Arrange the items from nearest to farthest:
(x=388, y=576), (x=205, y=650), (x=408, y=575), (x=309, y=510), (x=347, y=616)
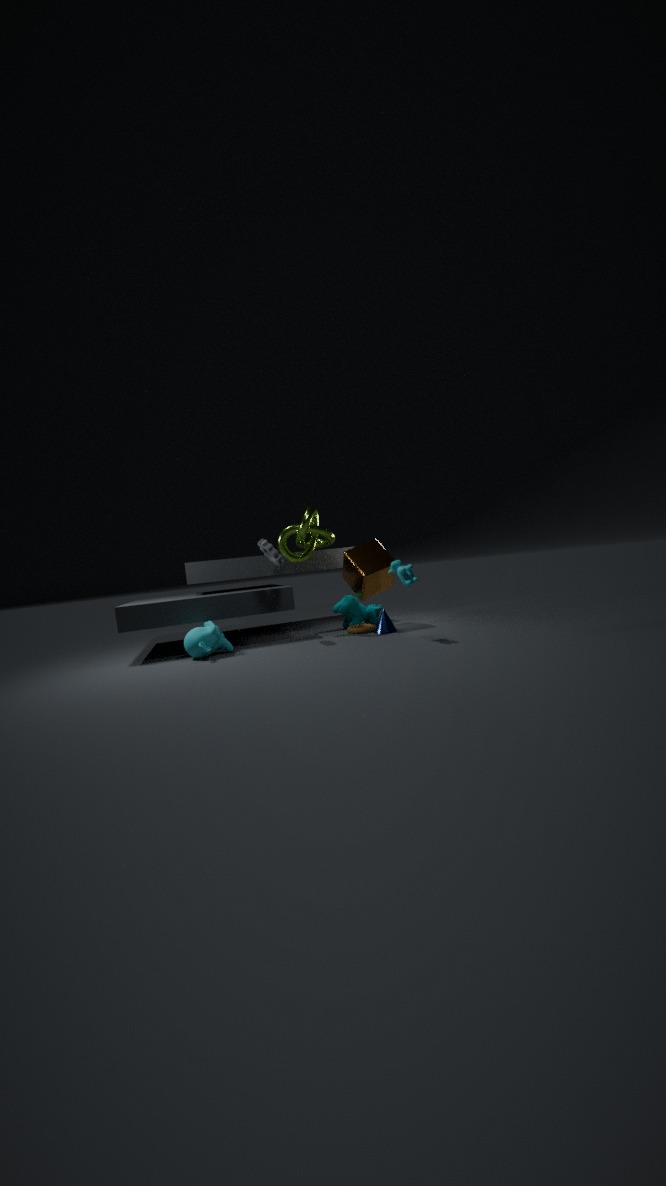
(x=408, y=575) < (x=205, y=650) < (x=309, y=510) < (x=388, y=576) < (x=347, y=616)
